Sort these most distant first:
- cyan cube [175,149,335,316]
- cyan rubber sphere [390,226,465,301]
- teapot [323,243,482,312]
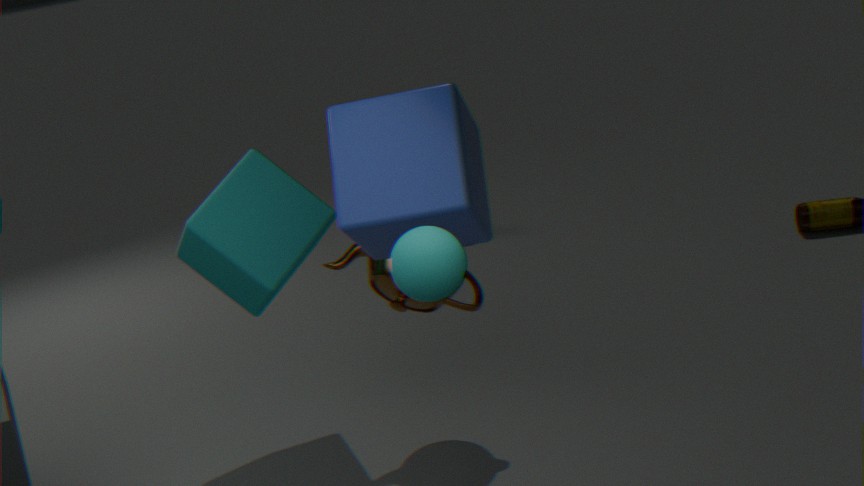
teapot [323,243,482,312], cyan cube [175,149,335,316], cyan rubber sphere [390,226,465,301]
